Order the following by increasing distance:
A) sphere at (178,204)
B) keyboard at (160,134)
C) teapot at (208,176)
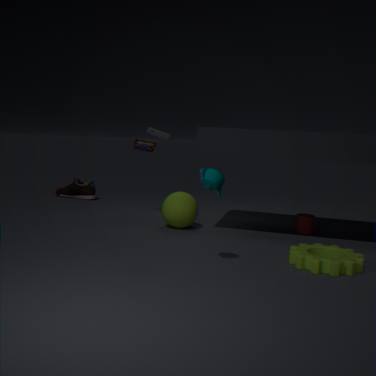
1. teapot at (208,176)
2. sphere at (178,204)
3. keyboard at (160,134)
